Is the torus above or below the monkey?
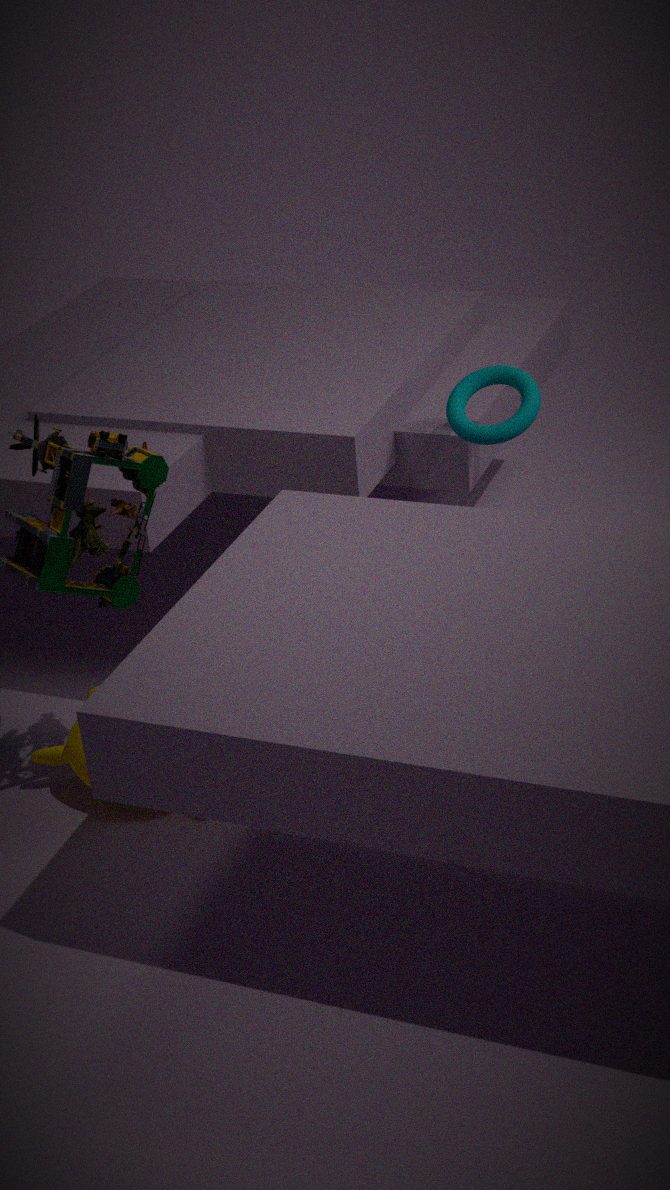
above
